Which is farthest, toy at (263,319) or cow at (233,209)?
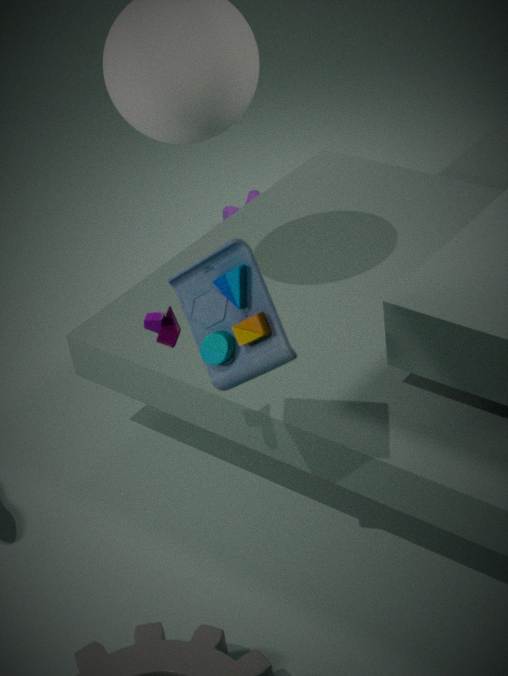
cow at (233,209)
